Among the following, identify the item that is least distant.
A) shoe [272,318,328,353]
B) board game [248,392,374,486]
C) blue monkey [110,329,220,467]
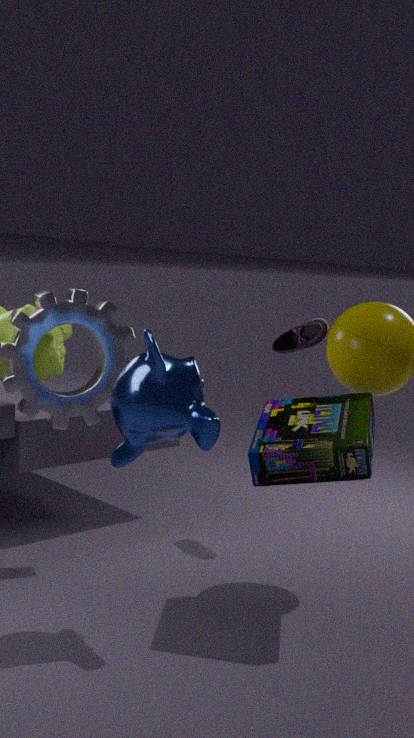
blue monkey [110,329,220,467]
